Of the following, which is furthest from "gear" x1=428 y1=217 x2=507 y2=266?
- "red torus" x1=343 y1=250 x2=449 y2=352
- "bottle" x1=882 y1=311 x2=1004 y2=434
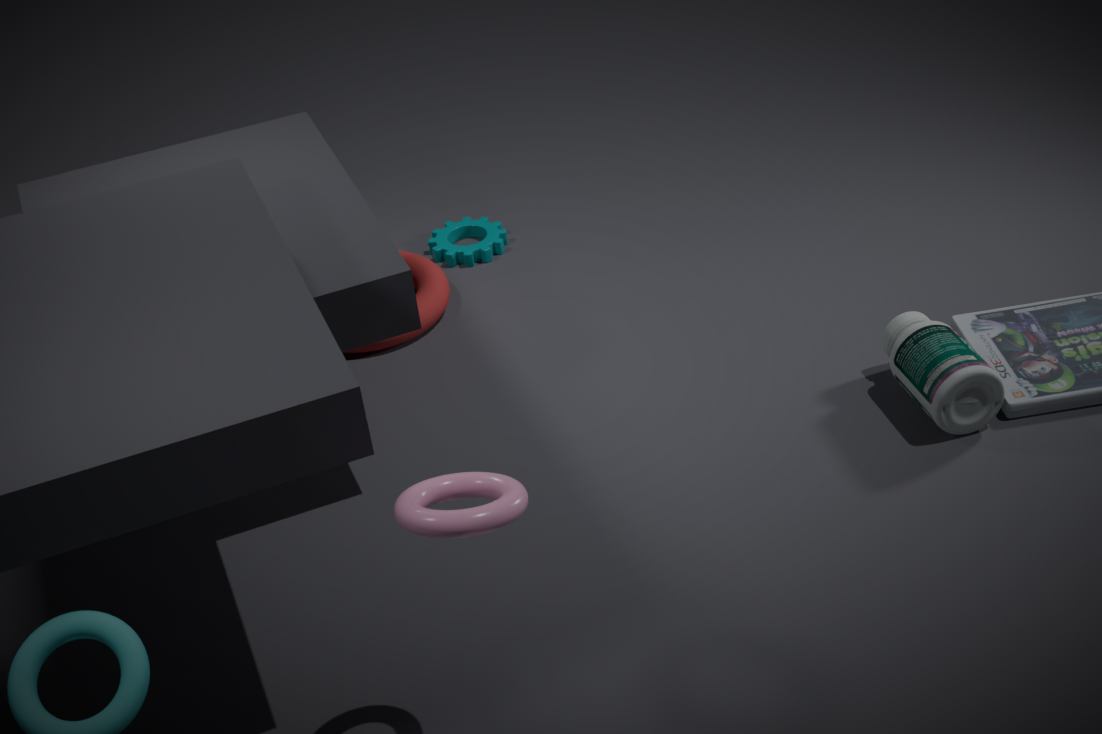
"bottle" x1=882 y1=311 x2=1004 y2=434
